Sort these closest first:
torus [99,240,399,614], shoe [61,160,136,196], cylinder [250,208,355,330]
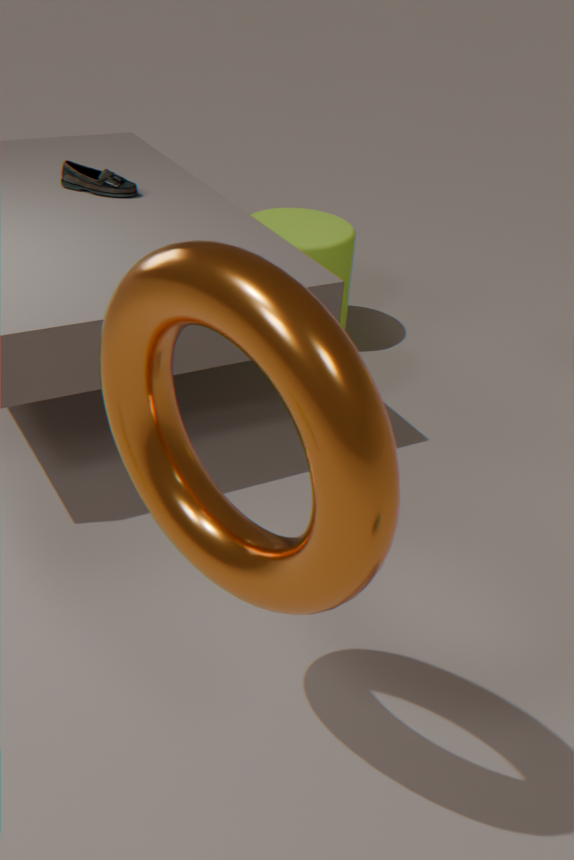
torus [99,240,399,614], shoe [61,160,136,196], cylinder [250,208,355,330]
